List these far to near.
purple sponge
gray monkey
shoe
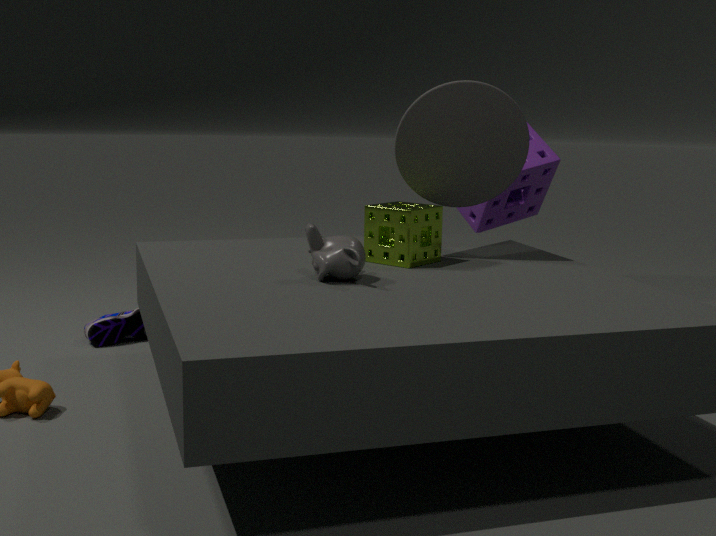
1. purple sponge
2. shoe
3. gray monkey
